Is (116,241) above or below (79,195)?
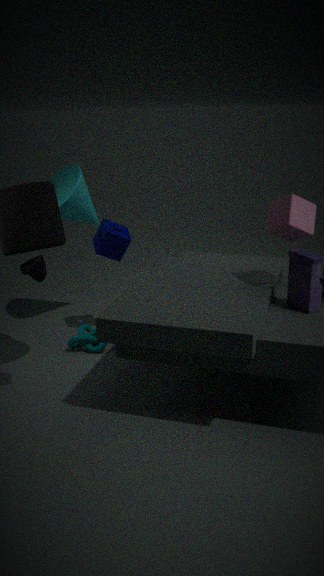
below
